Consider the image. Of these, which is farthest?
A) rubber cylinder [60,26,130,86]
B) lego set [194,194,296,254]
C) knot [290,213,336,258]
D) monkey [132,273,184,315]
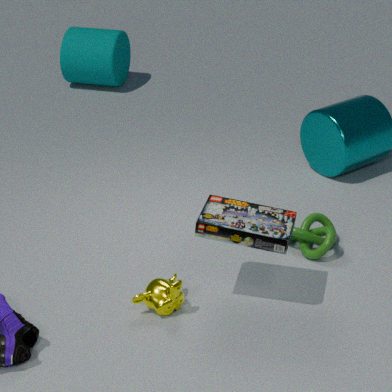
rubber cylinder [60,26,130,86]
